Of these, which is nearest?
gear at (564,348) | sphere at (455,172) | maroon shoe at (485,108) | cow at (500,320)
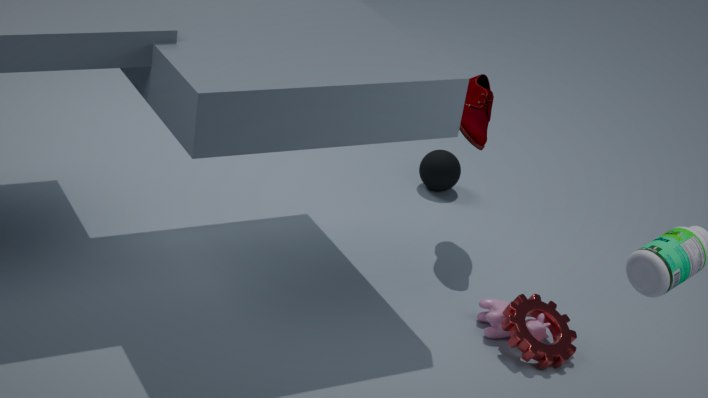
gear at (564,348)
